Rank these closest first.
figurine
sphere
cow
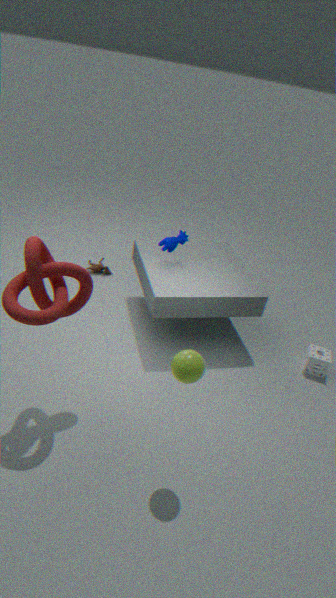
sphere
cow
figurine
